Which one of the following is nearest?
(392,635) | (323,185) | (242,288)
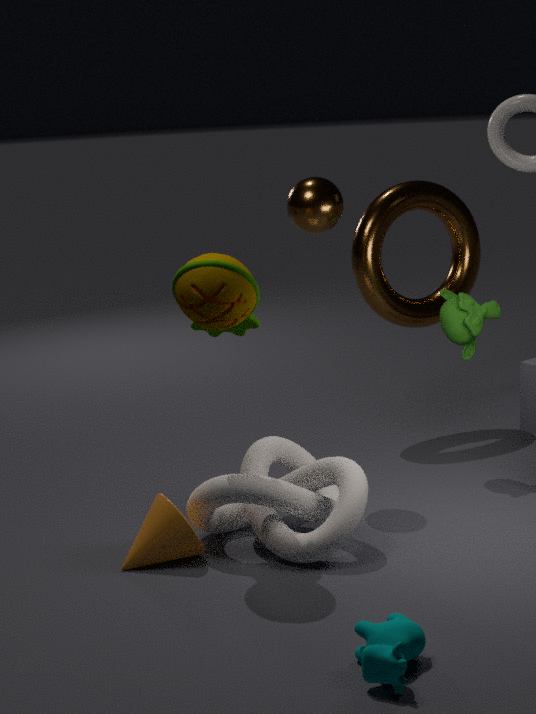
(392,635)
